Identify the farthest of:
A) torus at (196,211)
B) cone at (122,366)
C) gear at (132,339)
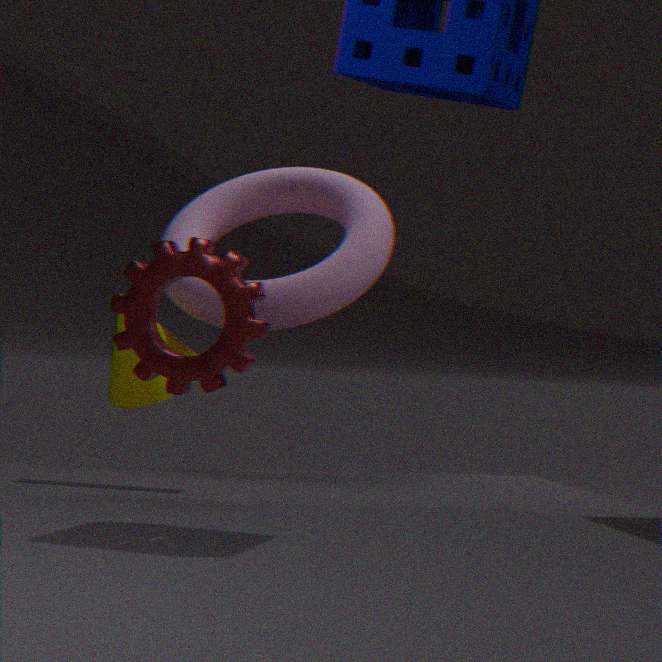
cone at (122,366)
